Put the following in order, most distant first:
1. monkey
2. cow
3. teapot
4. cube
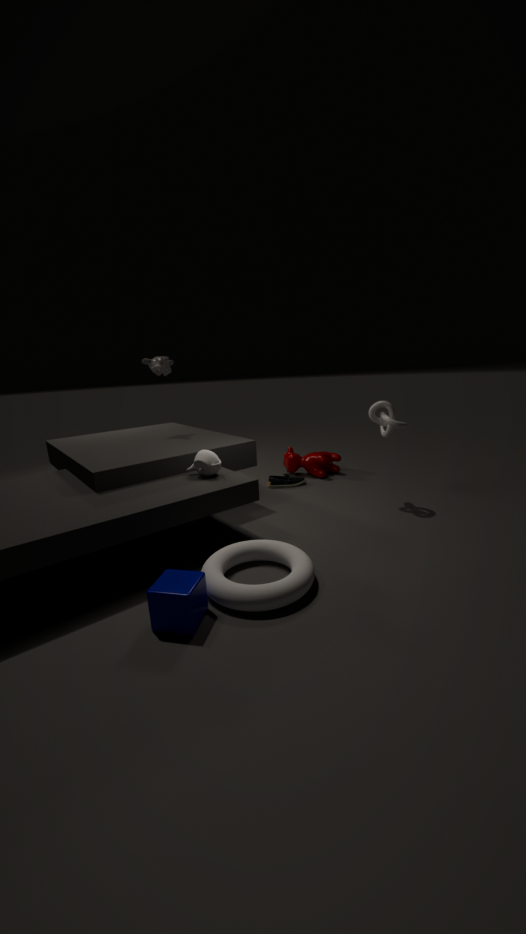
cow, monkey, teapot, cube
